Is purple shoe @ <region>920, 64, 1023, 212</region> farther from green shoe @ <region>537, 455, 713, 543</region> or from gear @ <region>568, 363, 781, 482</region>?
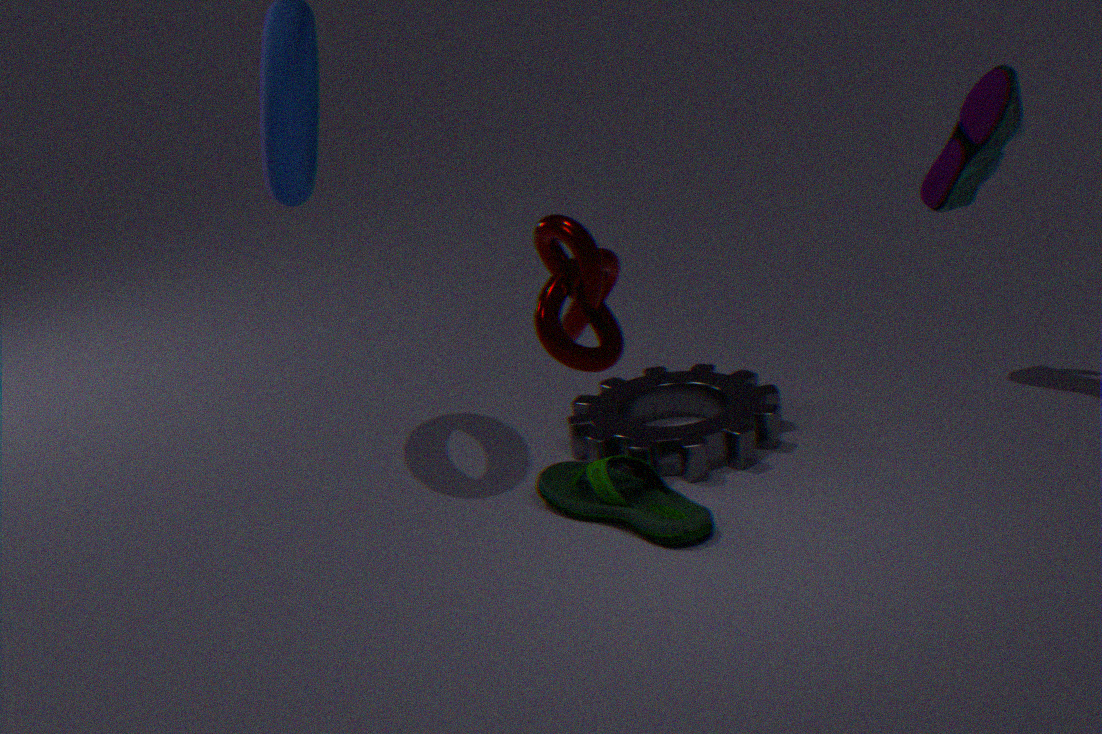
green shoe @ <region>537, 455, 713, 543</region>
